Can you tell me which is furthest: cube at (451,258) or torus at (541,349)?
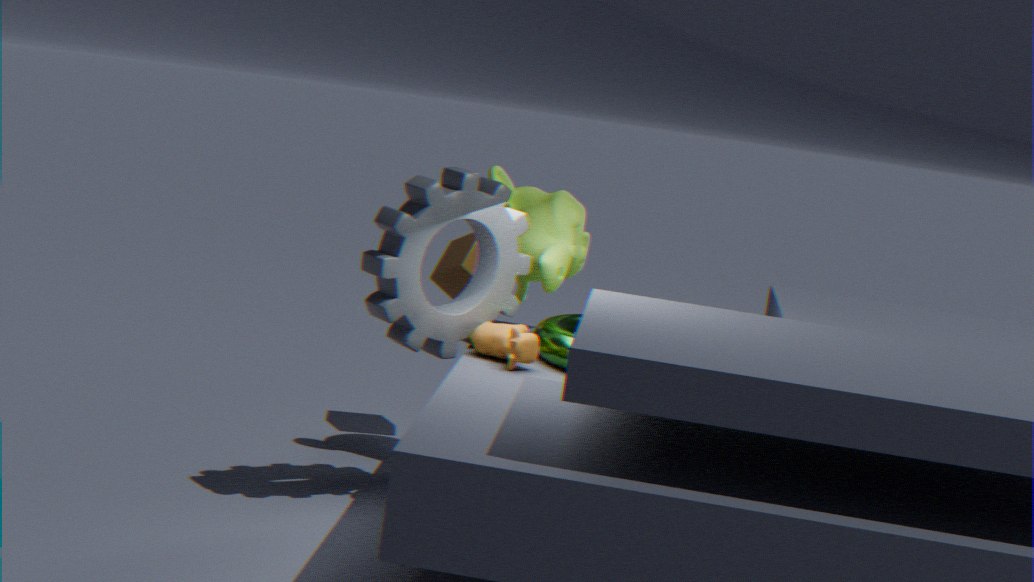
cube at (451,258)
